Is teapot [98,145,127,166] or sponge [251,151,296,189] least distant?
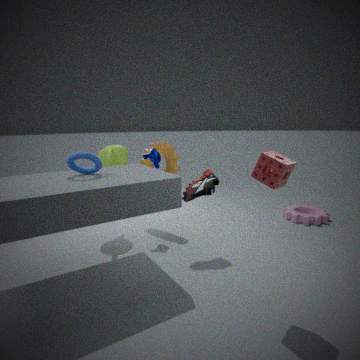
sponge [251,151,296,189]
